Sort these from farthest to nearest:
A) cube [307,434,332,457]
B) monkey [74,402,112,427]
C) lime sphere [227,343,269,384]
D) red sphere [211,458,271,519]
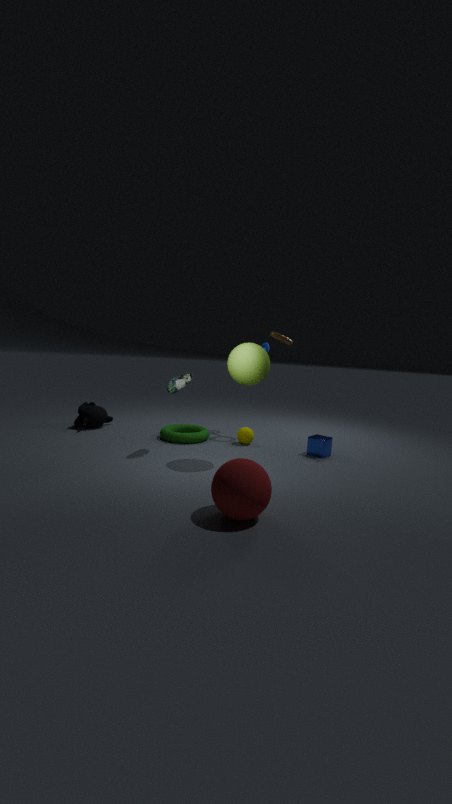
monkey [74,402,112,427], cube [307,434,332,457], lime sphere [227,343,269,384], red sphere [211,458,271,519]
